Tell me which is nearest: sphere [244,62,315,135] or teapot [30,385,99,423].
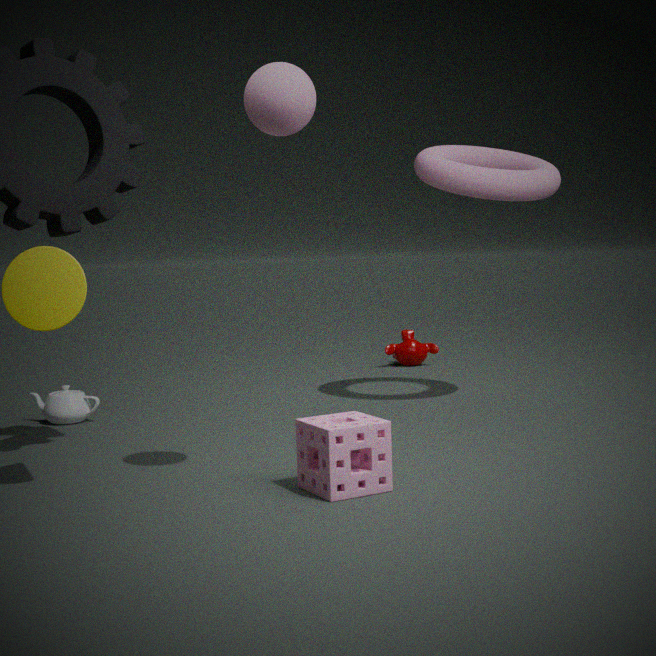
sphere [244,62,315,135]
